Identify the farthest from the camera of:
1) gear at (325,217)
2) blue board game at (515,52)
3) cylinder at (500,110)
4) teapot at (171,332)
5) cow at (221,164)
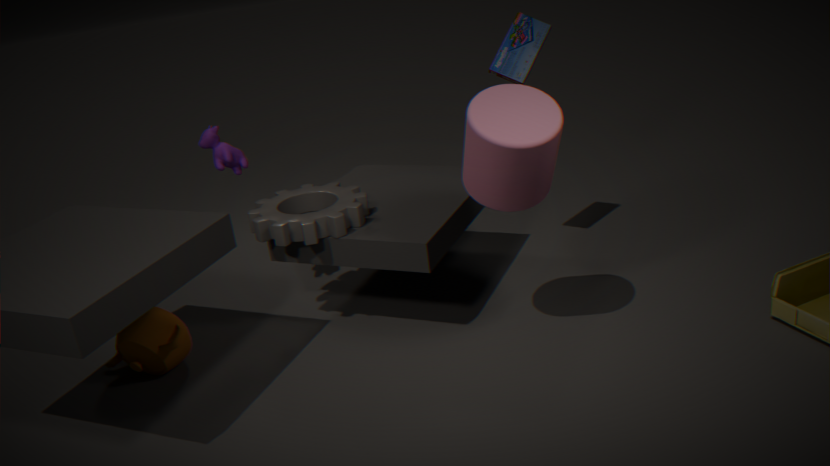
2. blue board game at (515,52)
